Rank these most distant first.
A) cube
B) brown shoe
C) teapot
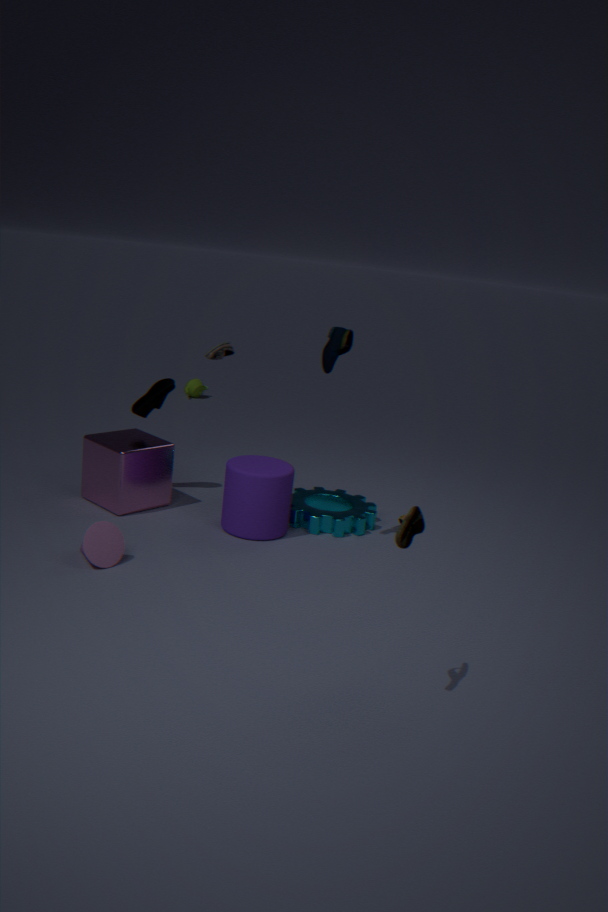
teapot
cube
brown shoe
